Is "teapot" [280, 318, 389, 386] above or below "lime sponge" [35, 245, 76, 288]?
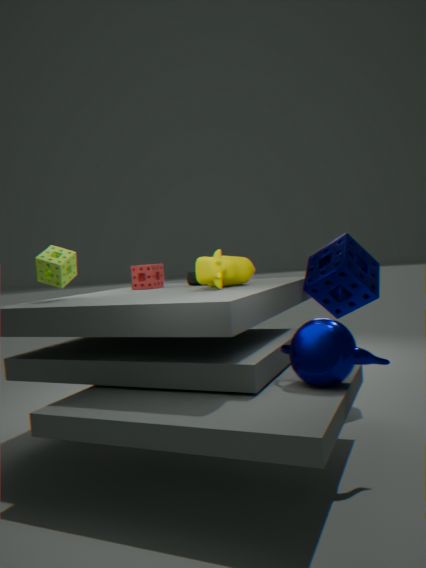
below
